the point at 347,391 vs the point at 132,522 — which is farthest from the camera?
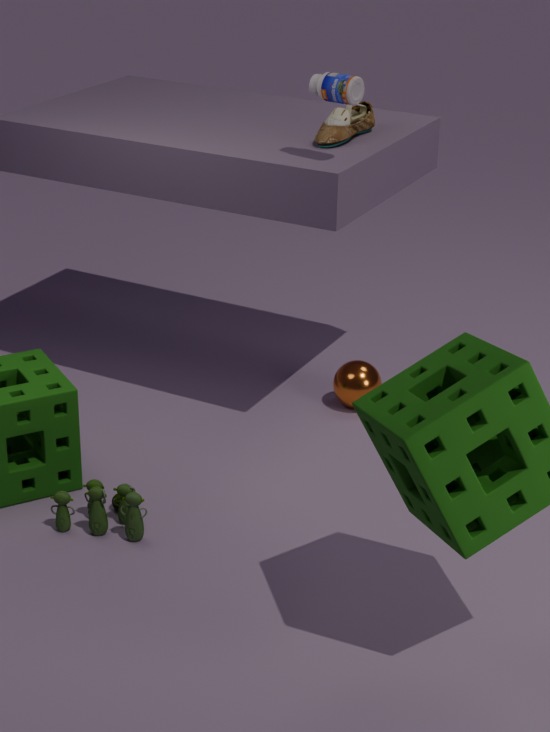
the point at 347,391
